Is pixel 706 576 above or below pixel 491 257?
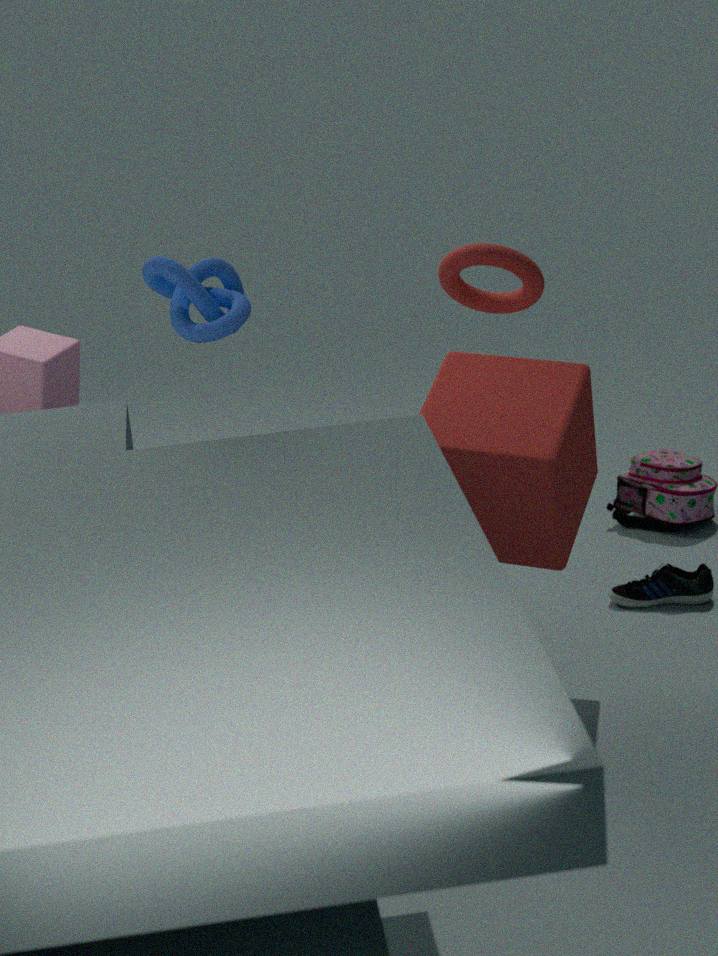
below
